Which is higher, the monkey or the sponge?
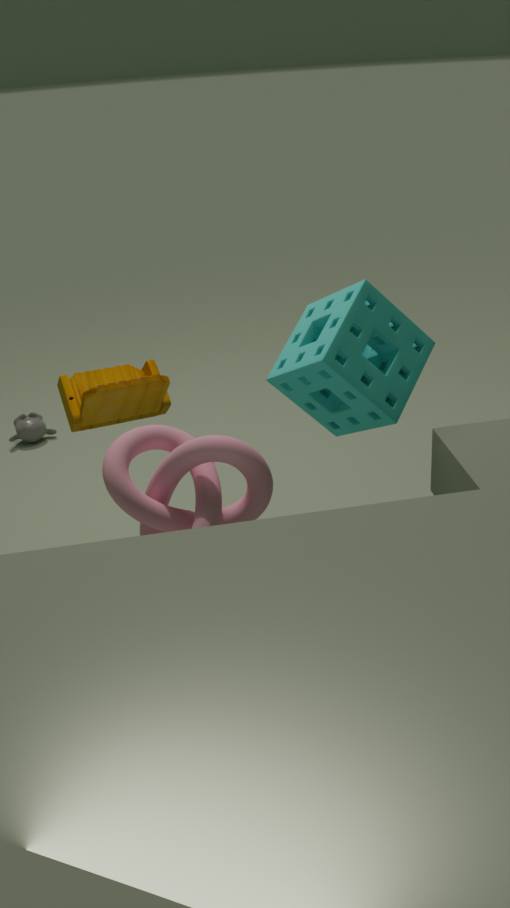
the sponge
